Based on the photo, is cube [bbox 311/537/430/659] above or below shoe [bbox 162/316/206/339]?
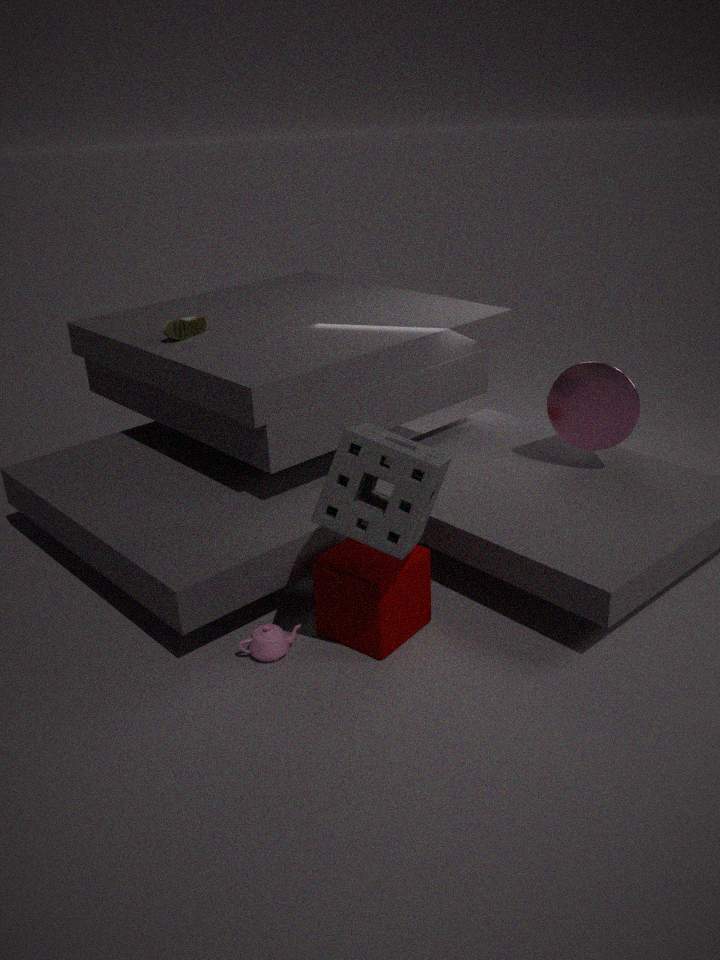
below
